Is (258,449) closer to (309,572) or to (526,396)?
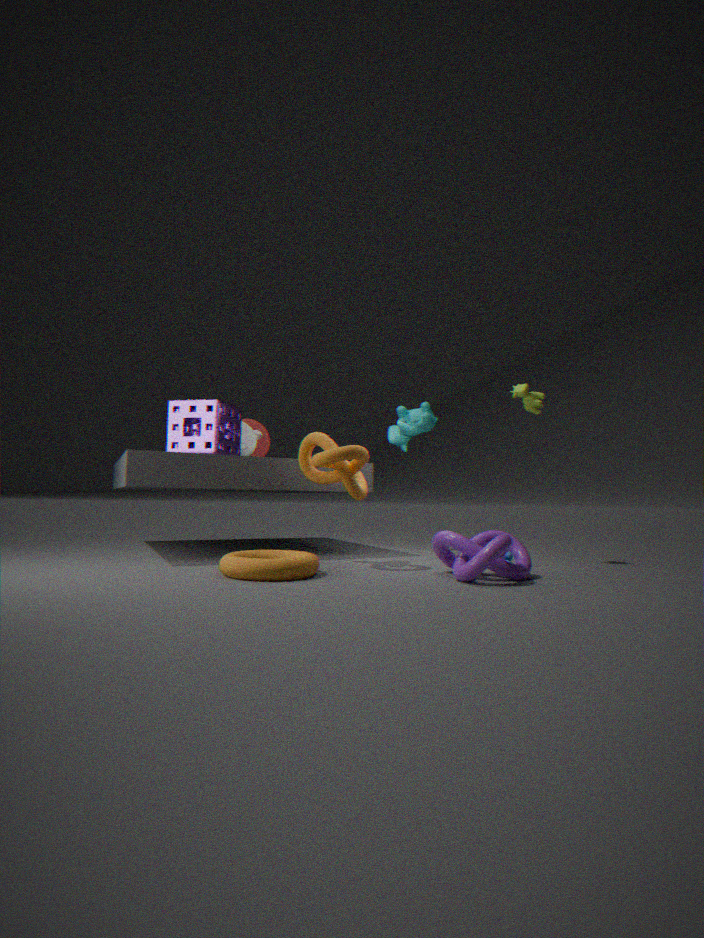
(309,572)
